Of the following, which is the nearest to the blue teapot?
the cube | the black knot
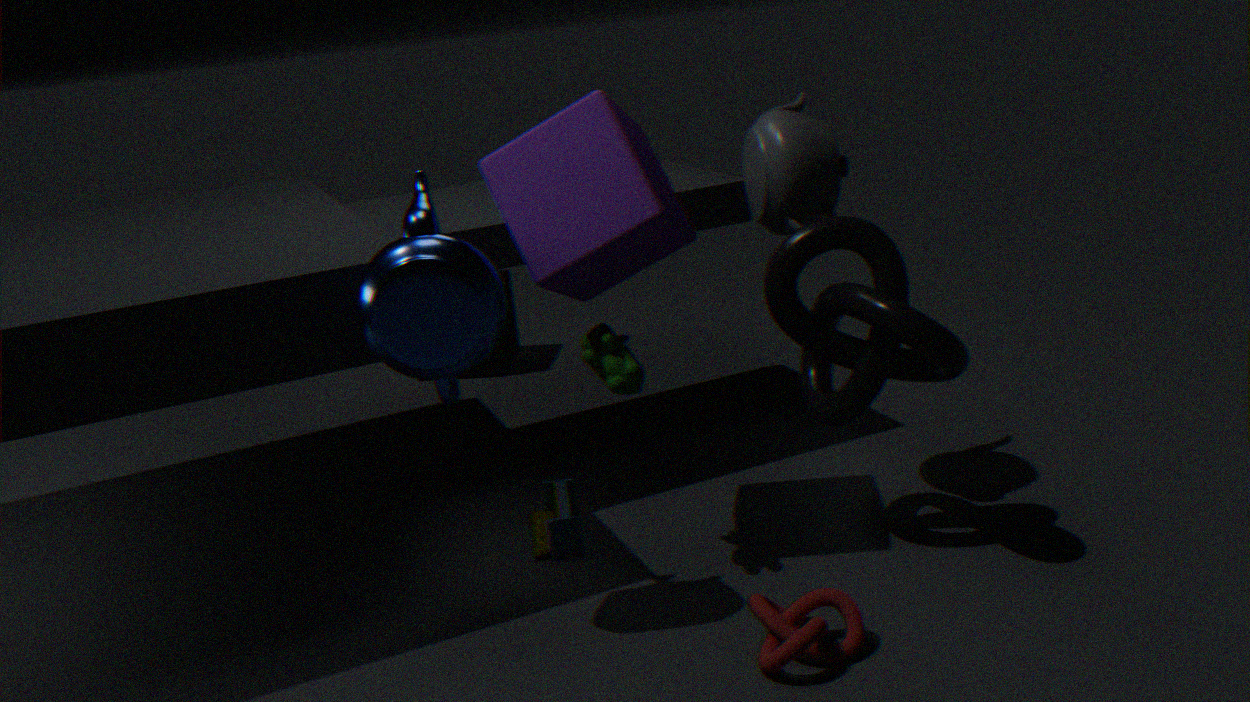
the cube
